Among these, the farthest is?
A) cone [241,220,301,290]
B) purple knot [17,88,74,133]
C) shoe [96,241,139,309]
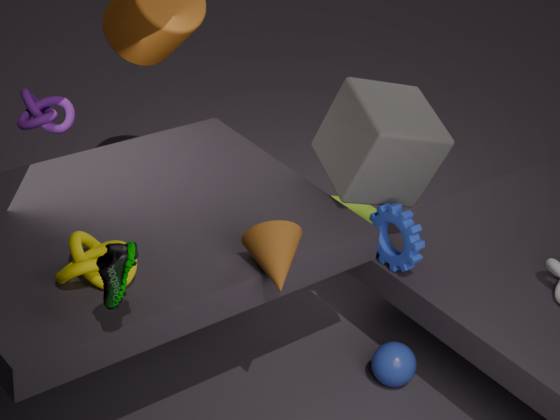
purple knot [17,88,74,133]
